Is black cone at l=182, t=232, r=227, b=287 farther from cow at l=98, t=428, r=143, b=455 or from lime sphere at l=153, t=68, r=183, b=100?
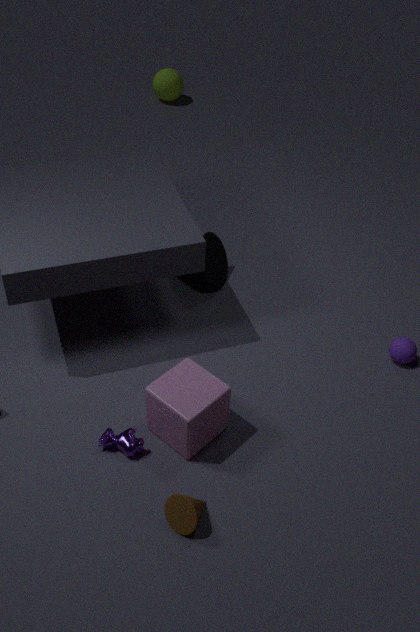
lime sphere at l=153, t=68, r=183, b=100
